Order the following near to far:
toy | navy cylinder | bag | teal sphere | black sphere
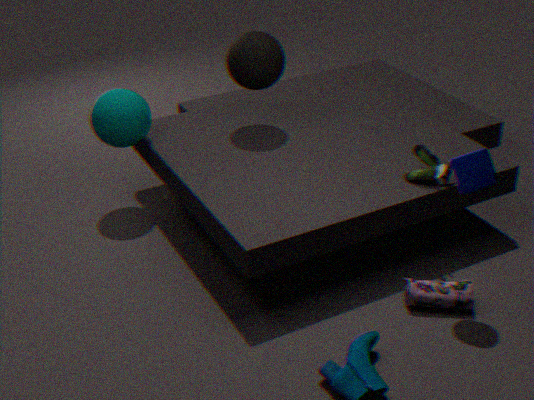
navy cylinder, bag, toy, teal sphere, black sphere
